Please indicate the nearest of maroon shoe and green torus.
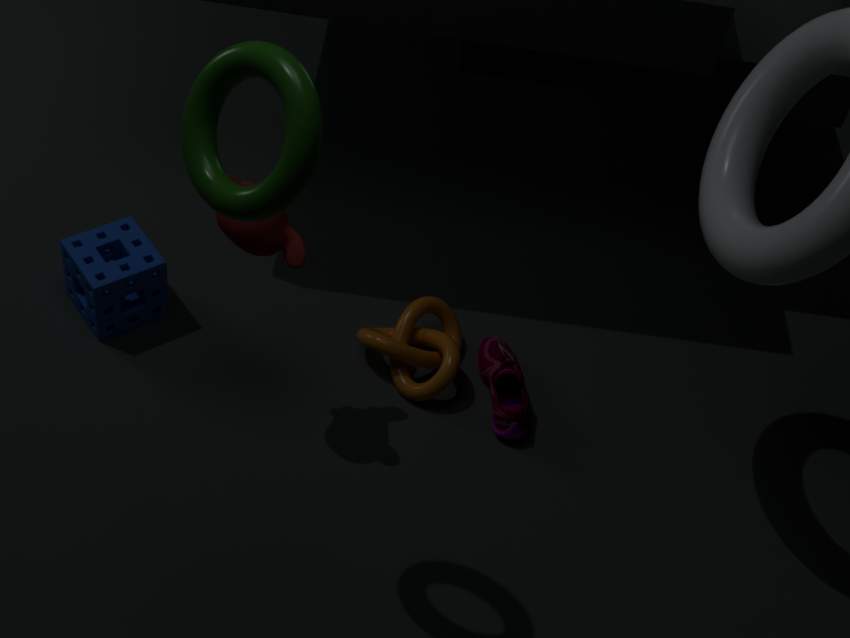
green torus
